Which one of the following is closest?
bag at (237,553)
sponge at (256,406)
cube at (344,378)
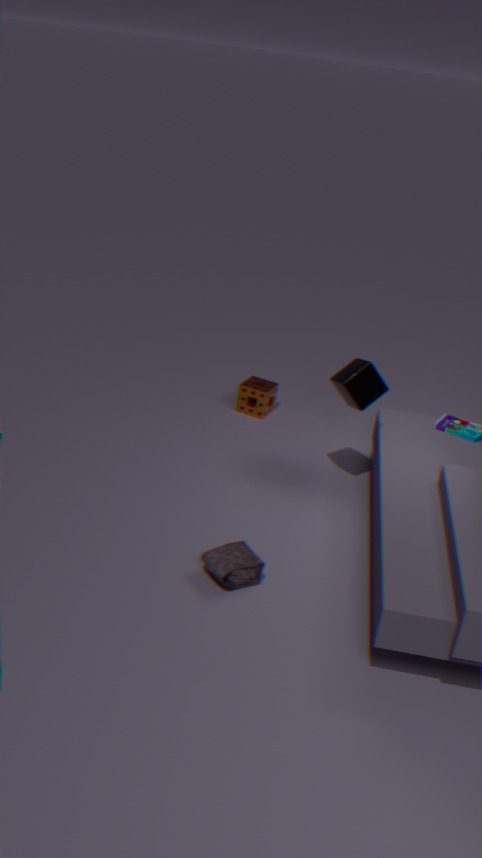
bag at (237,553)
